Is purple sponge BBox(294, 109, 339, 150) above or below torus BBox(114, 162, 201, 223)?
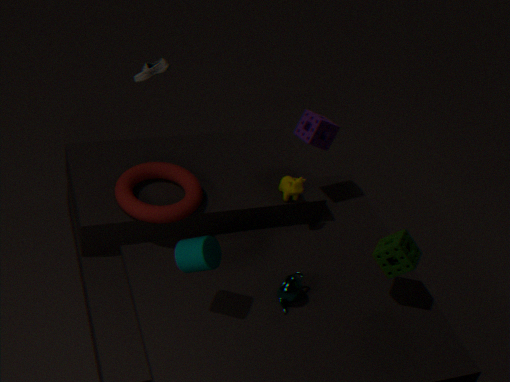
above
